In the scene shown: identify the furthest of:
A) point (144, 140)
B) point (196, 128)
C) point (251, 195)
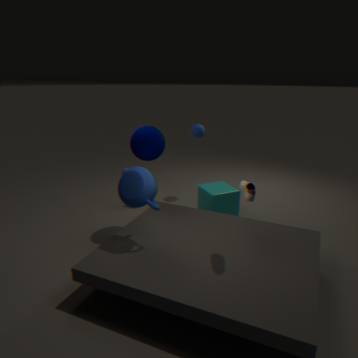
point (196, 128)
